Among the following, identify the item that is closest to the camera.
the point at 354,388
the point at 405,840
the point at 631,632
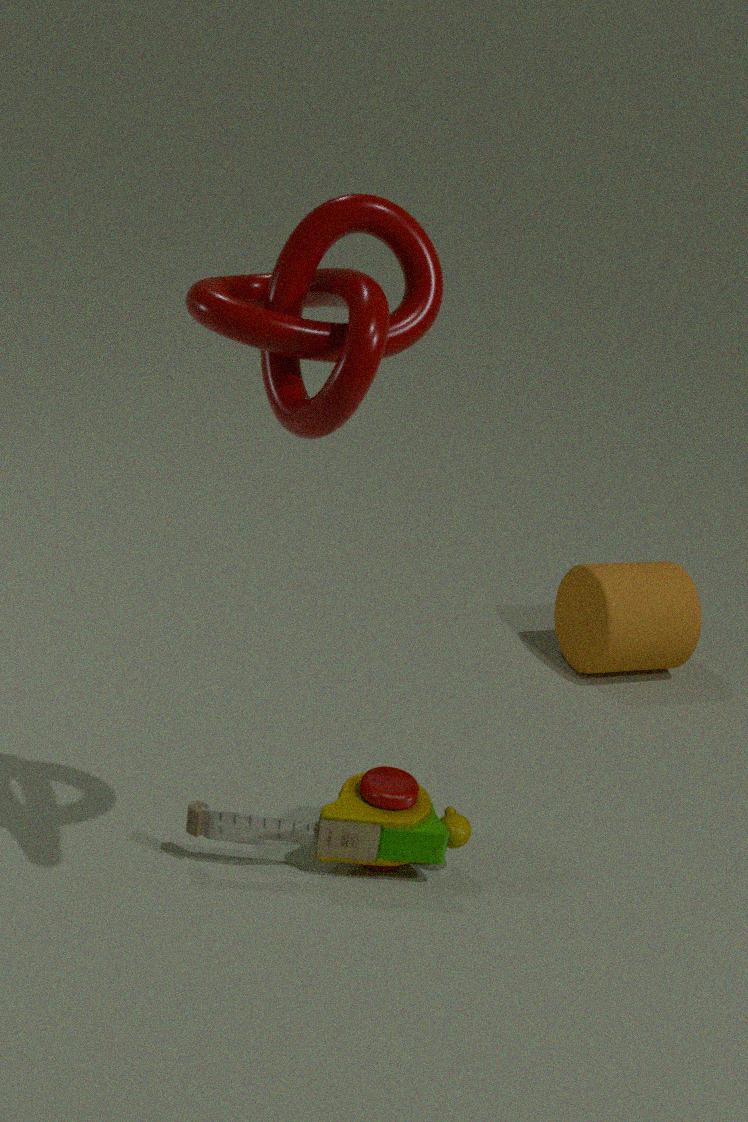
the point at 354,388
